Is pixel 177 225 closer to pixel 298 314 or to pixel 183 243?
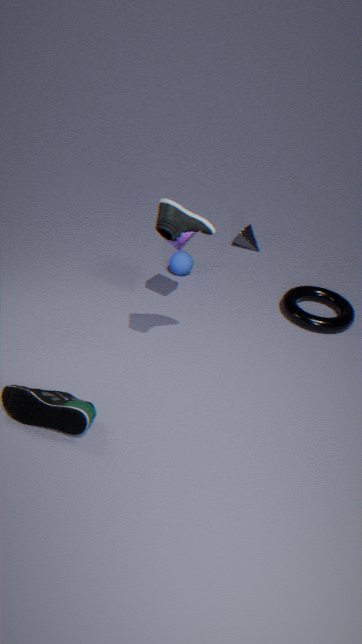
pixel 183 243
